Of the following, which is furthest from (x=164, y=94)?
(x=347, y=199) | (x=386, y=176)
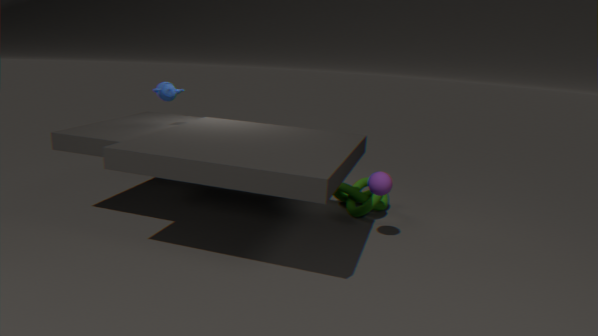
(x=386, y=176)
